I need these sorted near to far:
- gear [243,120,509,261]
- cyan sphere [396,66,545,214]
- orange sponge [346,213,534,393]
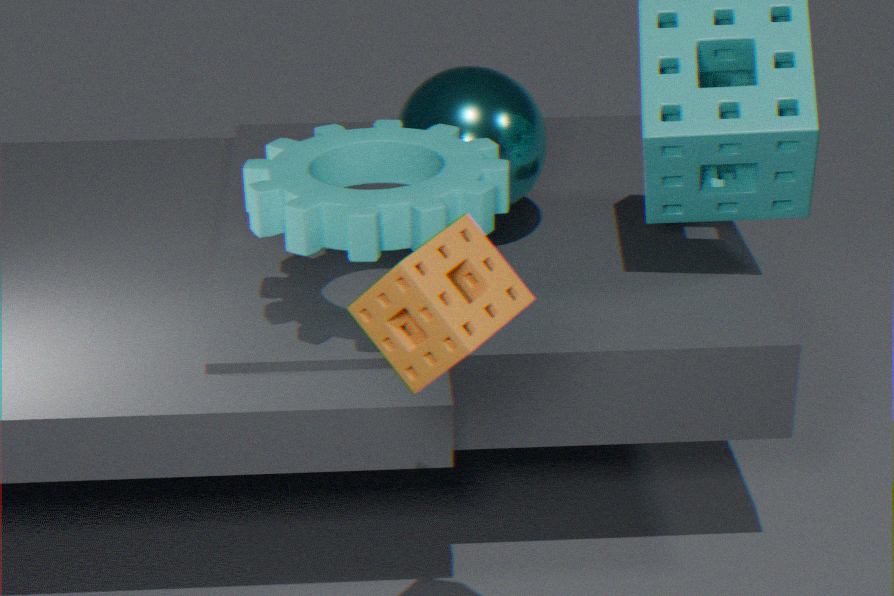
orange sponge [346,213,534,393]
gear [243,120,509,261]
cyan sphere [396,66,545,214]
